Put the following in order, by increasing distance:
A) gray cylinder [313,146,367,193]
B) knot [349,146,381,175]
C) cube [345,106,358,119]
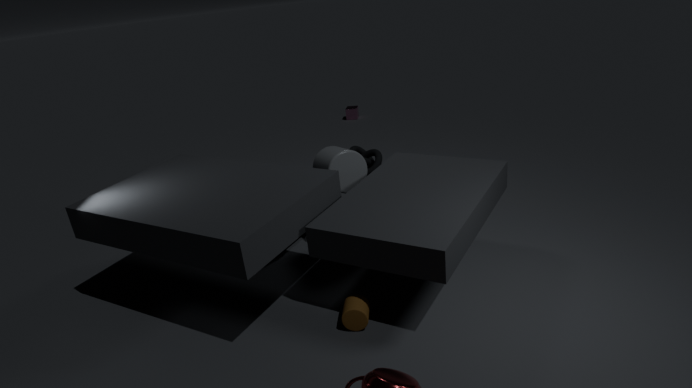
gray cylinder [313,146,367,193] → knot [349,146,381,175] → cube [345,106,358,119]
